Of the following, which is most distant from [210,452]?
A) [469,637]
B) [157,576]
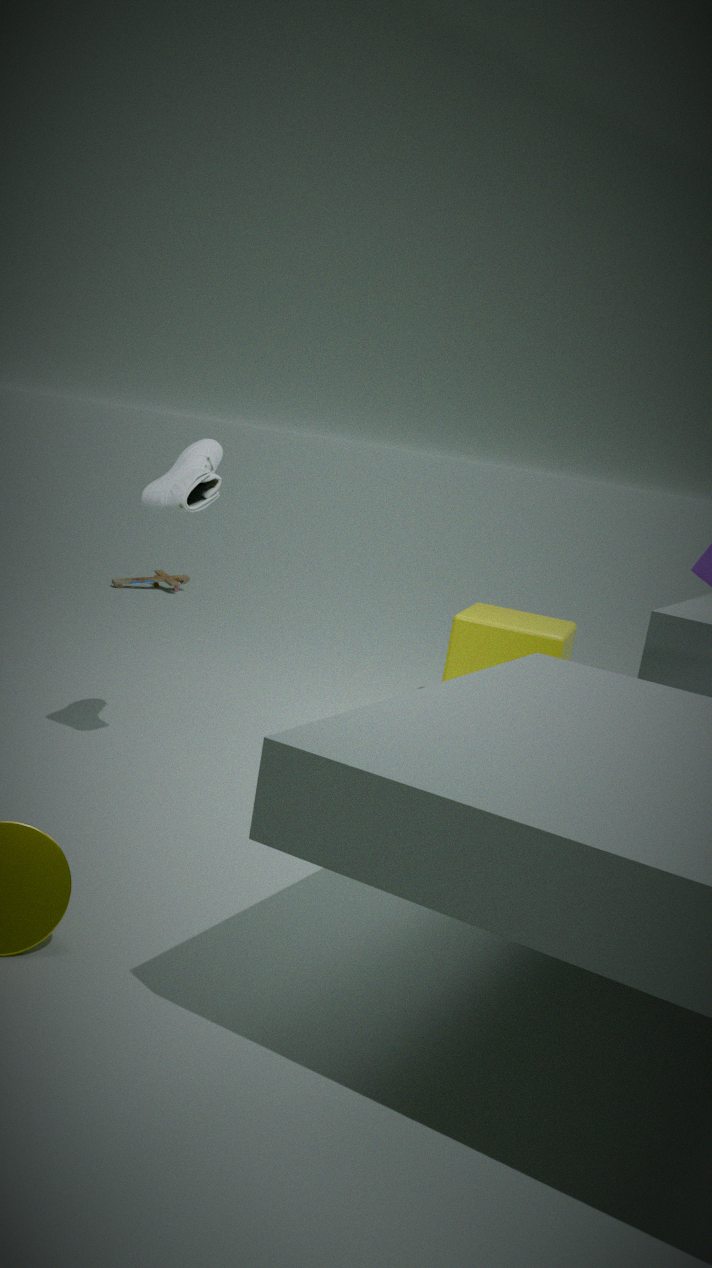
[157,576]
